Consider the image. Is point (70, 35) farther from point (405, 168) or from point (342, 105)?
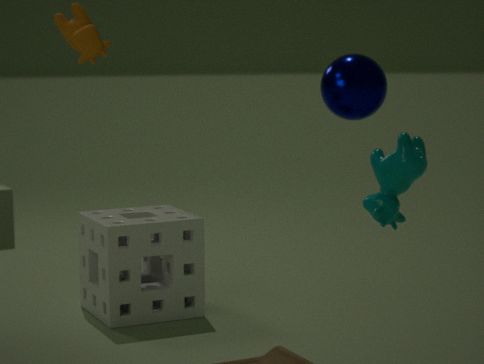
point (405, 168)
